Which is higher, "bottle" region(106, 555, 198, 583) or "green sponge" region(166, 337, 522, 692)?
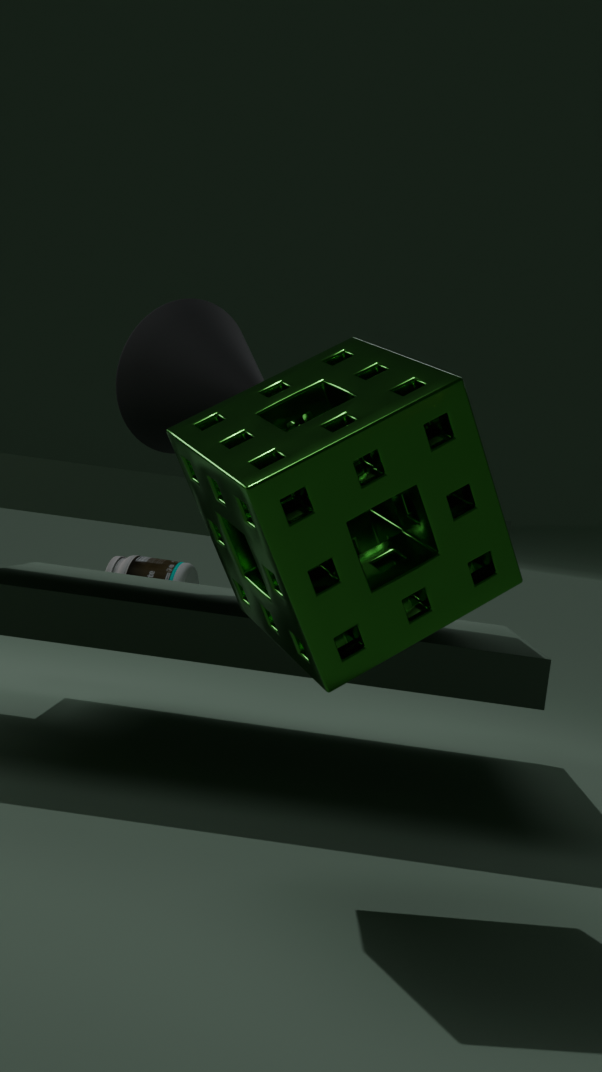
"green sponge" region(166, 337, 522, 692)
